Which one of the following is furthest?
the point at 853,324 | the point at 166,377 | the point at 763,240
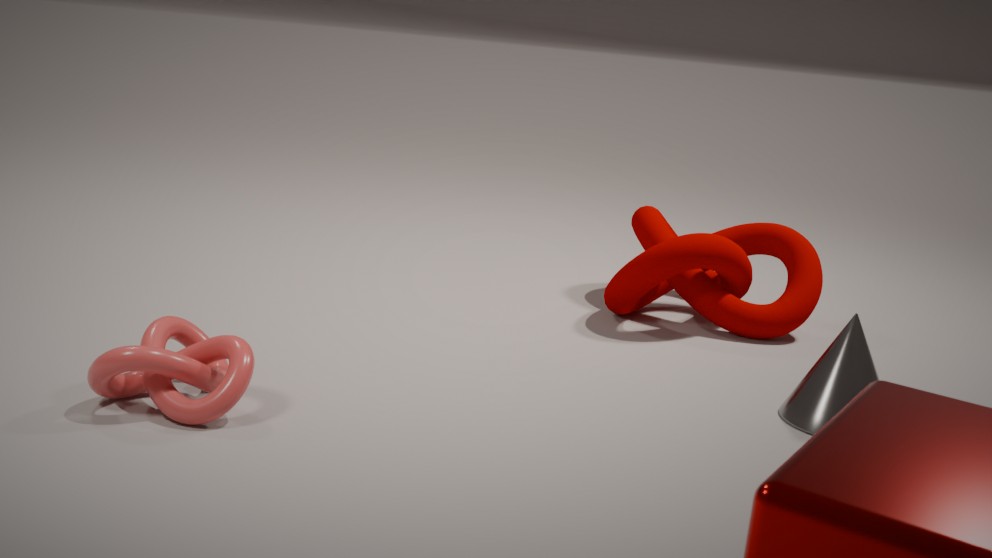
the point at 763,240
